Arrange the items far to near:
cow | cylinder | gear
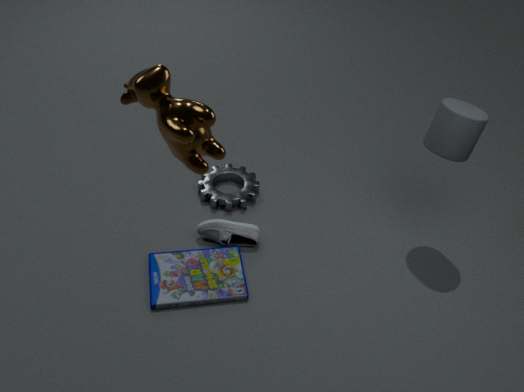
gear, cylinder, cow
